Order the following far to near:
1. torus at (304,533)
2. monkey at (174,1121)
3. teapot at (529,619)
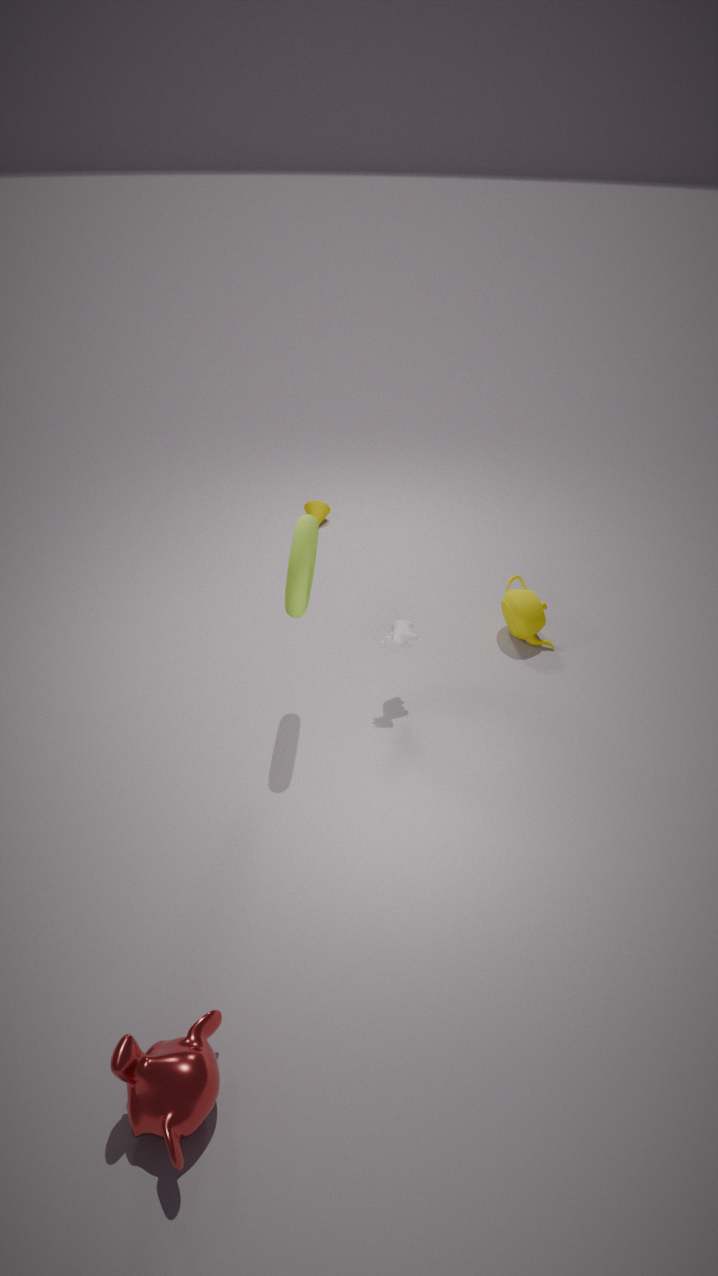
teapot at (529,619)
torus at (304,533)
monkey at (174,1121)
